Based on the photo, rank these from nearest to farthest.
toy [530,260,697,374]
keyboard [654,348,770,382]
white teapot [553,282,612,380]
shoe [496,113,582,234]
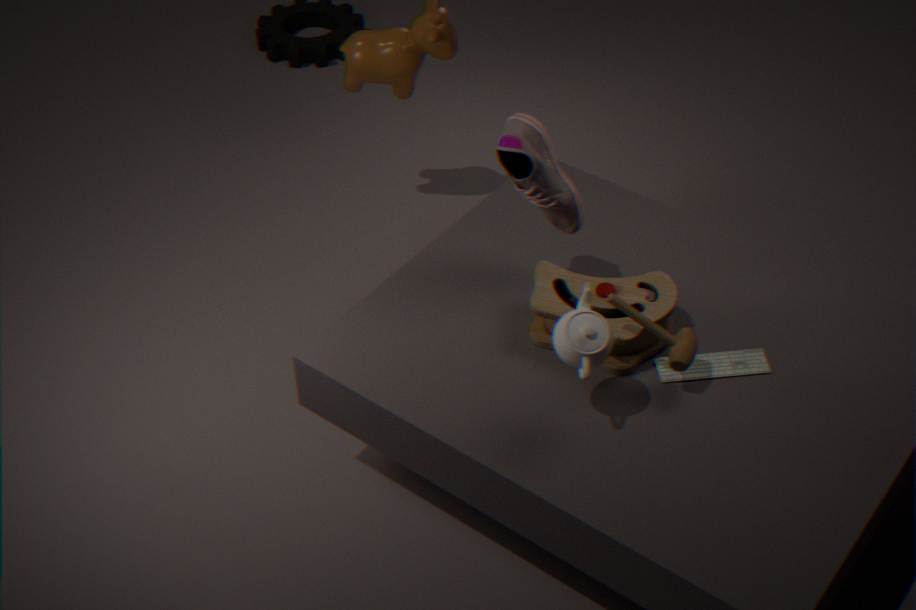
white teapot [553,282,612,380] < shoe [496,113,582,234] < toy [530,260,697,374] < keyboard [654,348,770,382]
